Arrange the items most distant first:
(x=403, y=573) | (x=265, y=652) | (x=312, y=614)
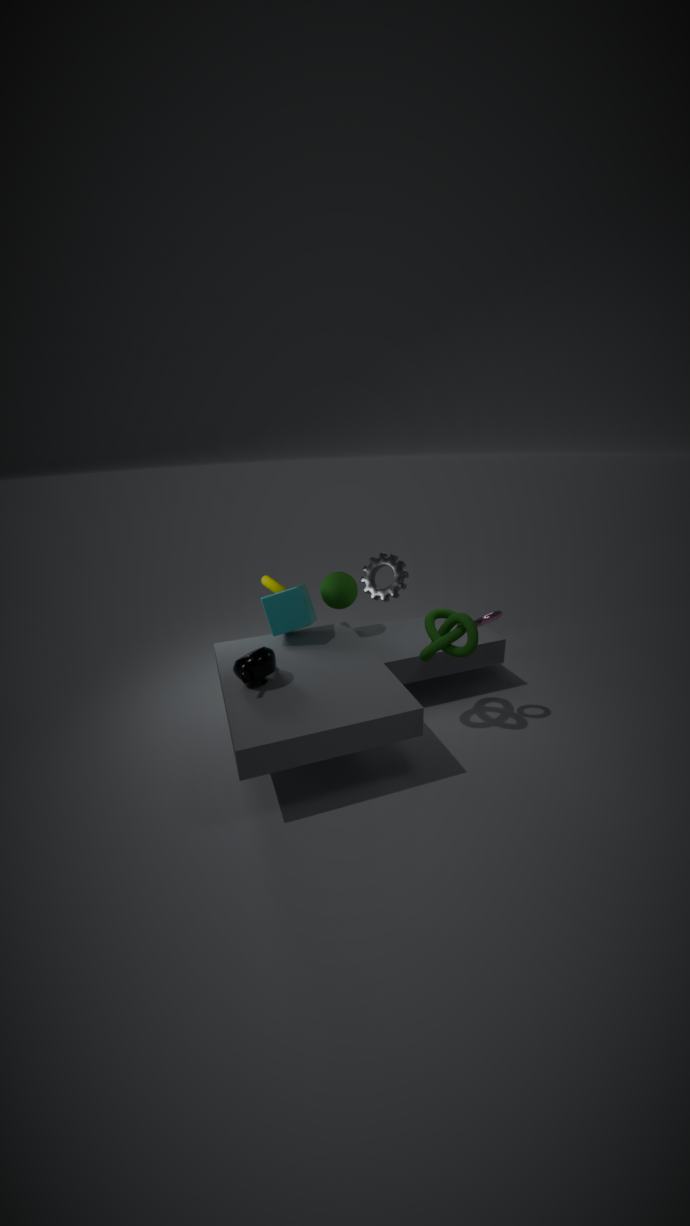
(x=403, y=573) < (x=312, y=614) < (x=265, y=652)
